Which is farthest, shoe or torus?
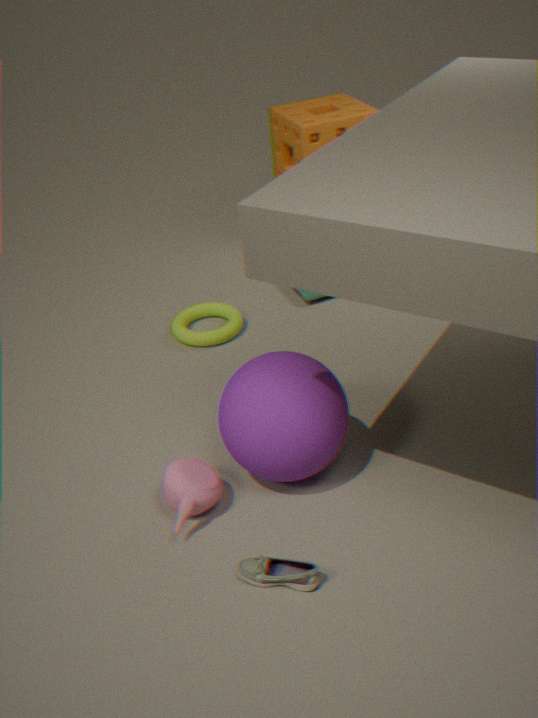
torus
